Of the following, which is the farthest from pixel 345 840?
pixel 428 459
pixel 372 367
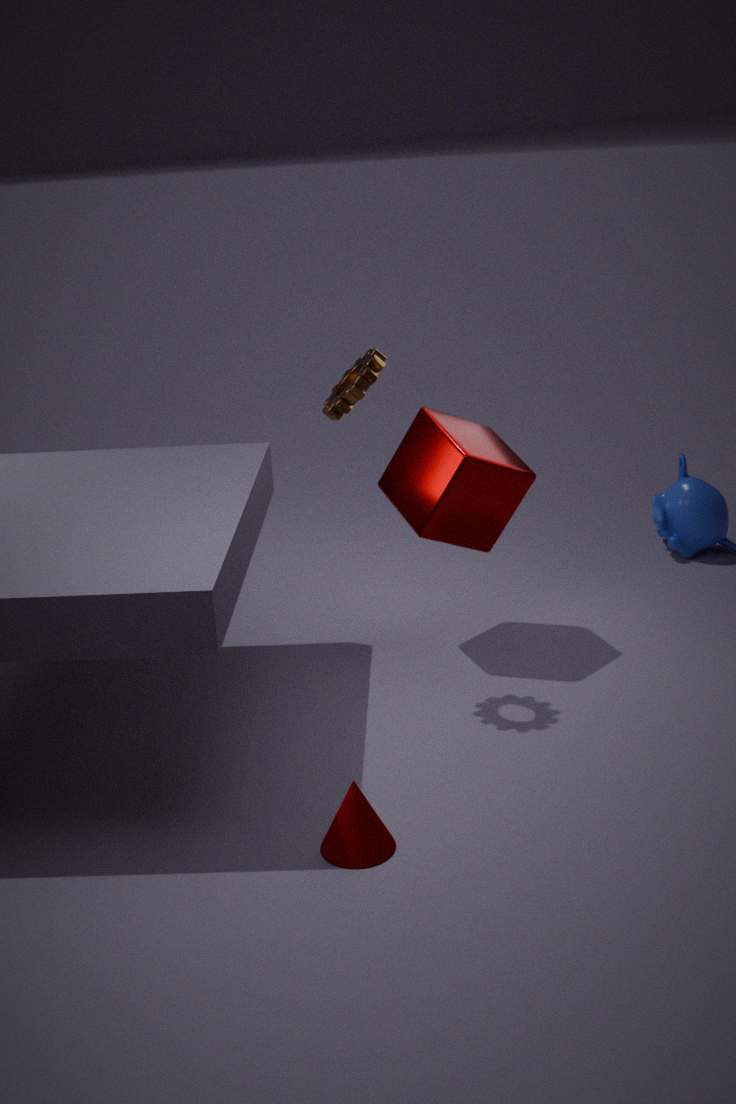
pixel 428 459
